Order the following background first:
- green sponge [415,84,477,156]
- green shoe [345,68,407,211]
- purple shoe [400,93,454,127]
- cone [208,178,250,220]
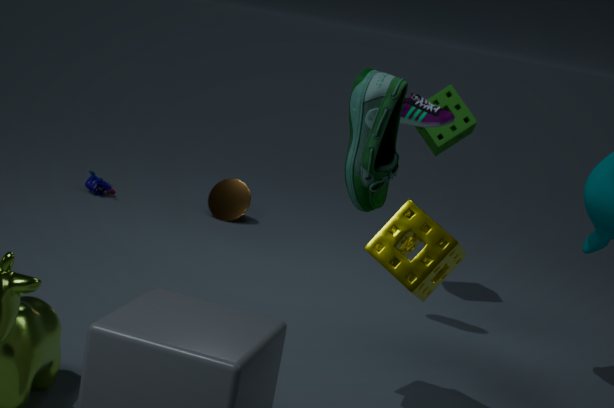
cone [208,178,250,220] → green sponge [415,84,477,156] → purple shoe [400,93,454,127] → green shoe [345,68,407,211]
